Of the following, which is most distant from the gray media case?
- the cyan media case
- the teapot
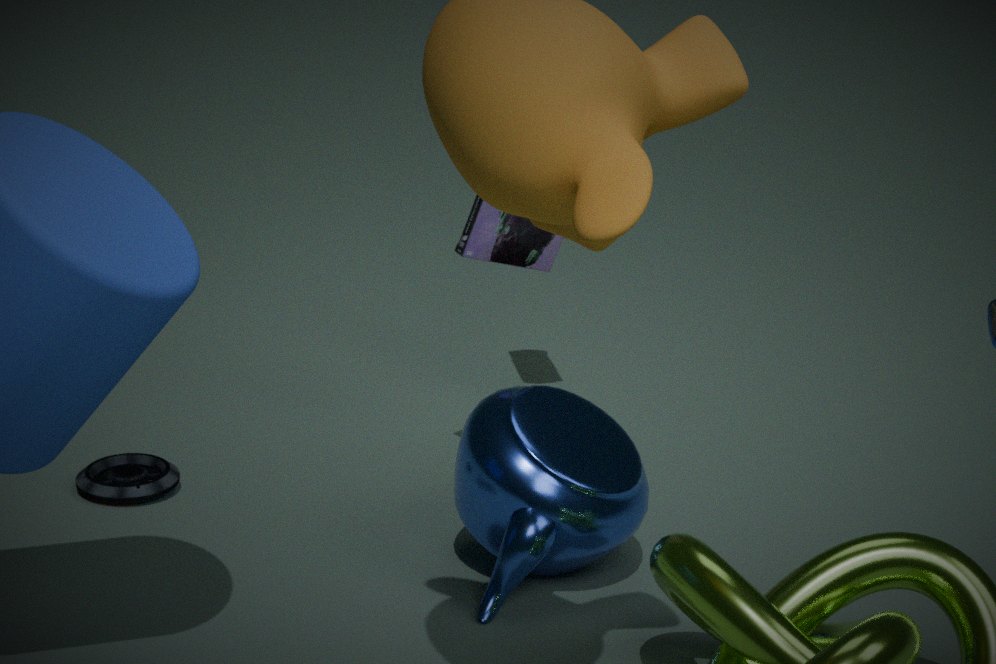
the cyan media case
